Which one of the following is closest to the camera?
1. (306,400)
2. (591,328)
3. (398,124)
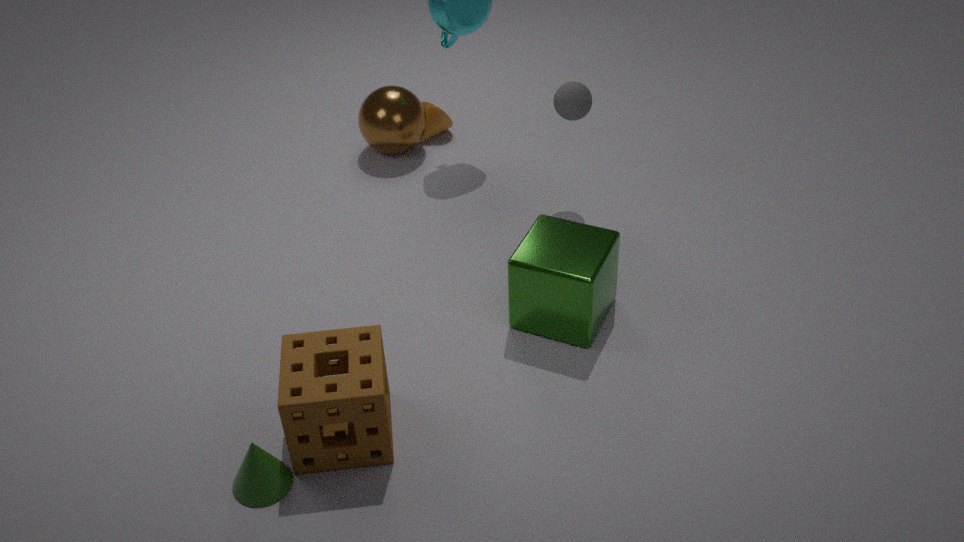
(306,400)
